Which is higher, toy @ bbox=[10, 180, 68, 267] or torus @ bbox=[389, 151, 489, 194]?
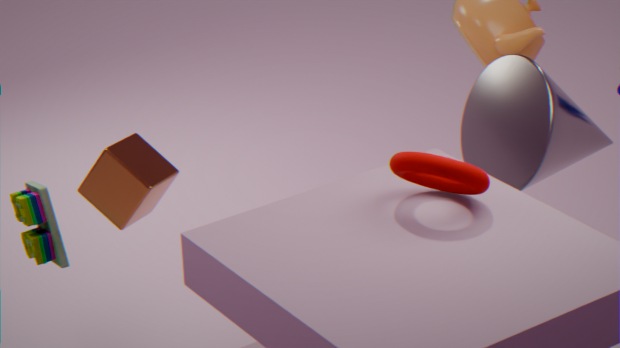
torus @ bbox=[389, 151, 489, 194]
